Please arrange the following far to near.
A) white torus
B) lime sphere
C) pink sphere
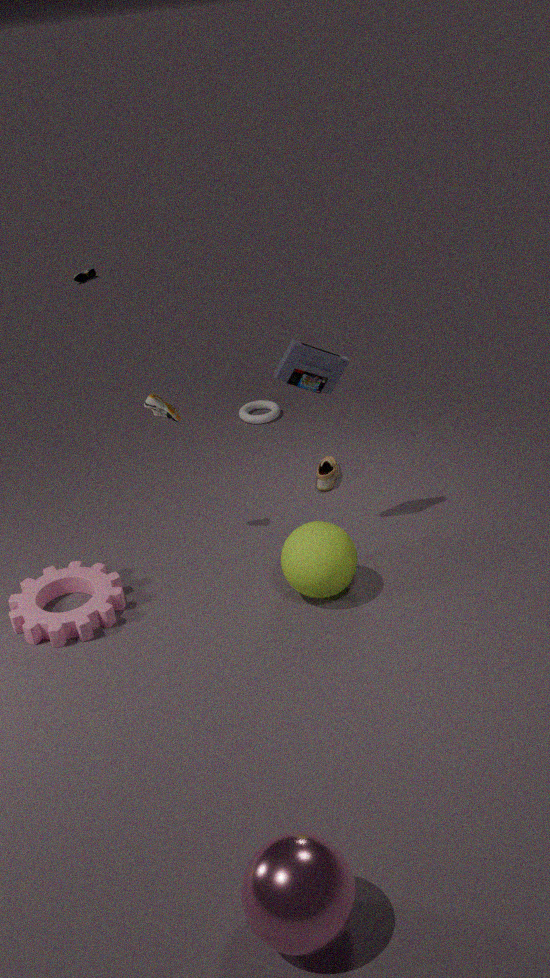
white torus
lime sphere
pink sphere
